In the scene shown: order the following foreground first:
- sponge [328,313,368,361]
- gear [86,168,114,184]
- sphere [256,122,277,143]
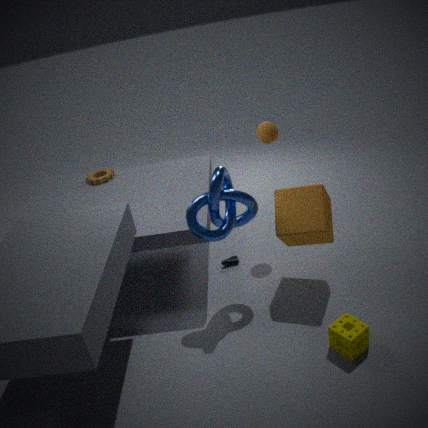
sponge [328,313,368,361], sphere [256,122,277,143], gear [86,168,114,184]
